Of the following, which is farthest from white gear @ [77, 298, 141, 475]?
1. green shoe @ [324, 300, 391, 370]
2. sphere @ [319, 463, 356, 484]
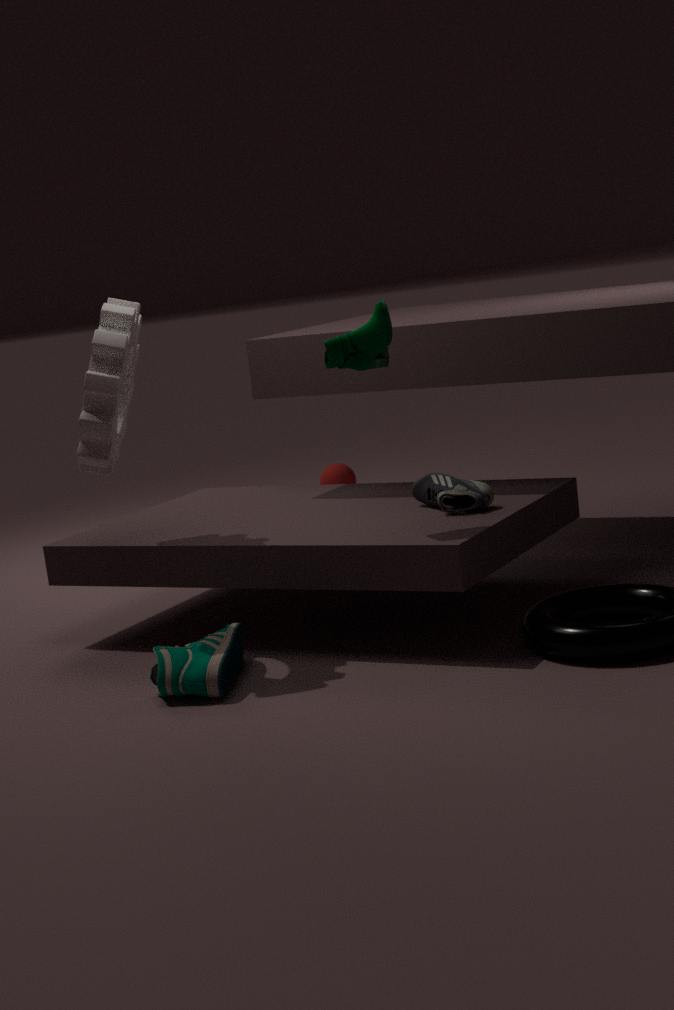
sphere @ [319, 463, 356, 484]
